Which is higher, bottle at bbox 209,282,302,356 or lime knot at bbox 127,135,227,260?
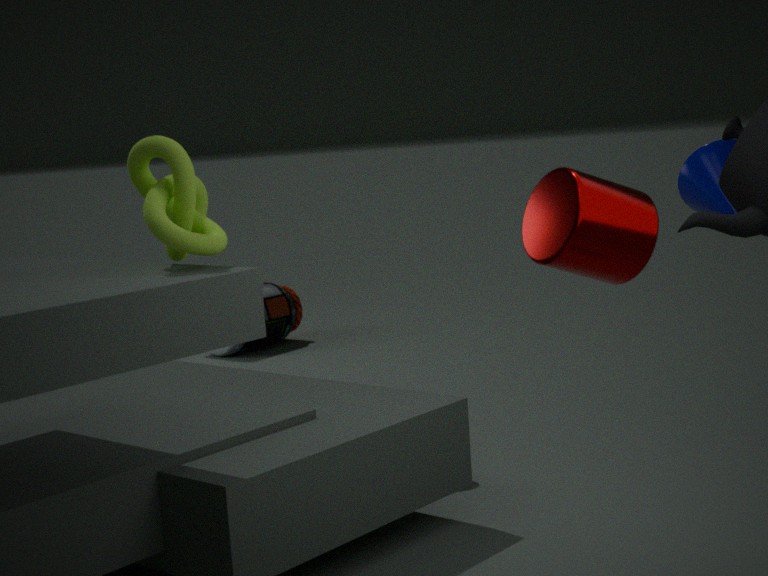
lime knot at bbox 127,135,227,260
